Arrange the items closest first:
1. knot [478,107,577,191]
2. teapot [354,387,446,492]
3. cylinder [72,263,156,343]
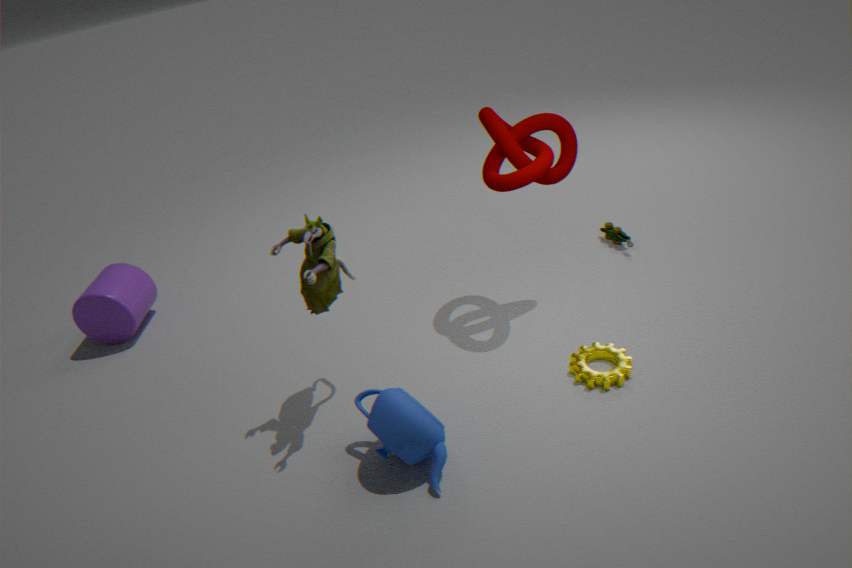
teapot [354,387,446,492] → knot [478,107,577,191] → cylinder [72,263,156,343]
